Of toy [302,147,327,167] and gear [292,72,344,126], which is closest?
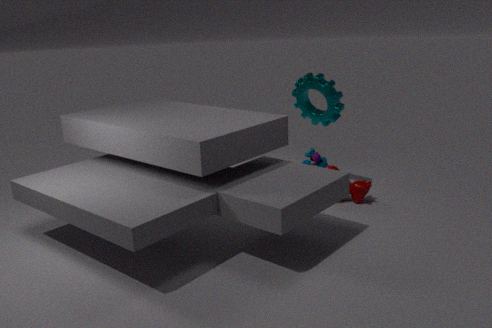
gear [292,72,344,126]
